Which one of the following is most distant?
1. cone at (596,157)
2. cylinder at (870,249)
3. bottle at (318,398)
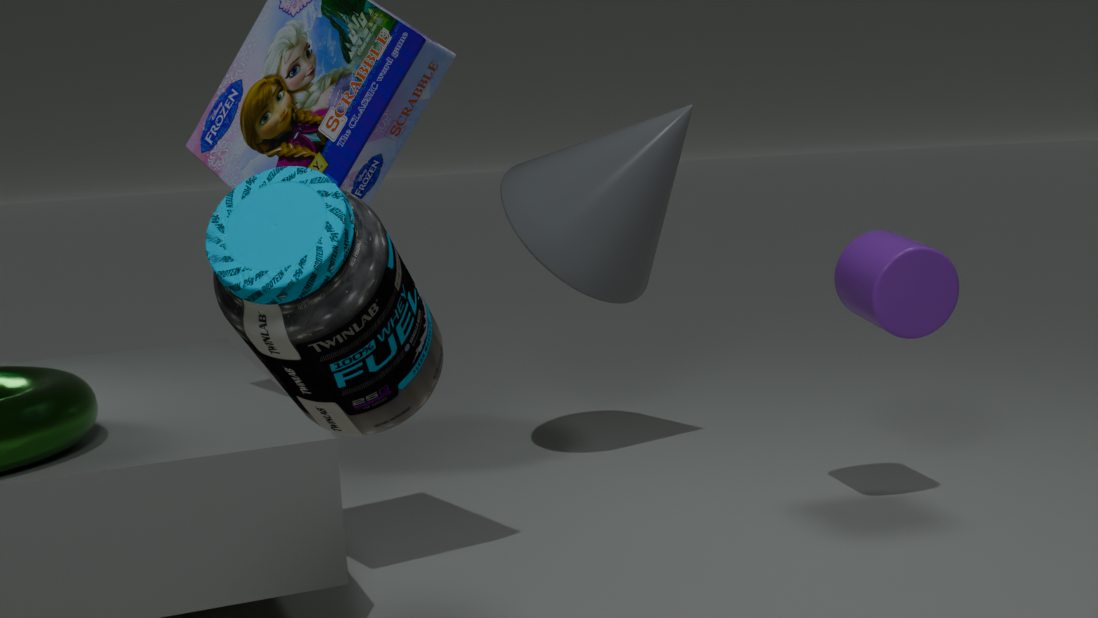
cone at (596,157)
